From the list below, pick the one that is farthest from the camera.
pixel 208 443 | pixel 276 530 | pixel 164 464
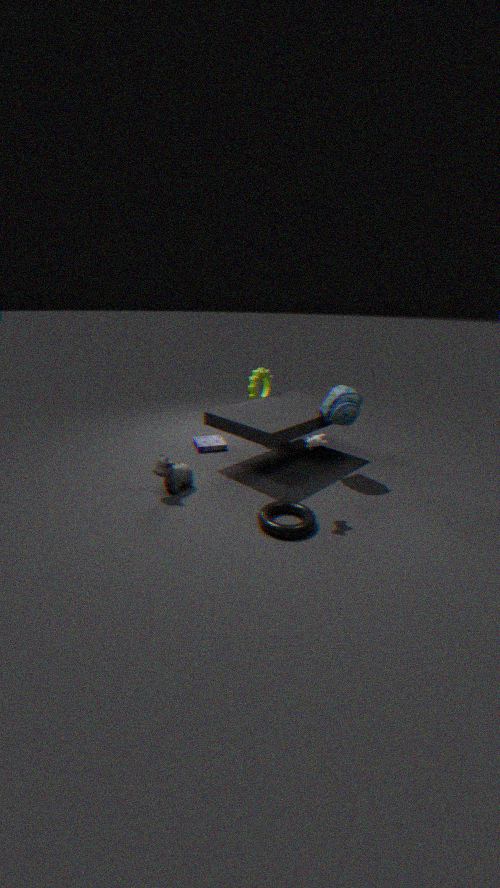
pixel 208 443
